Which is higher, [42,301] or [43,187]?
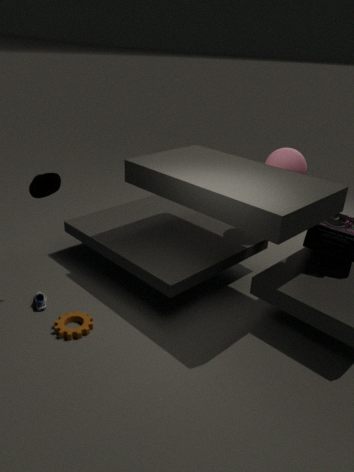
[43,187]
